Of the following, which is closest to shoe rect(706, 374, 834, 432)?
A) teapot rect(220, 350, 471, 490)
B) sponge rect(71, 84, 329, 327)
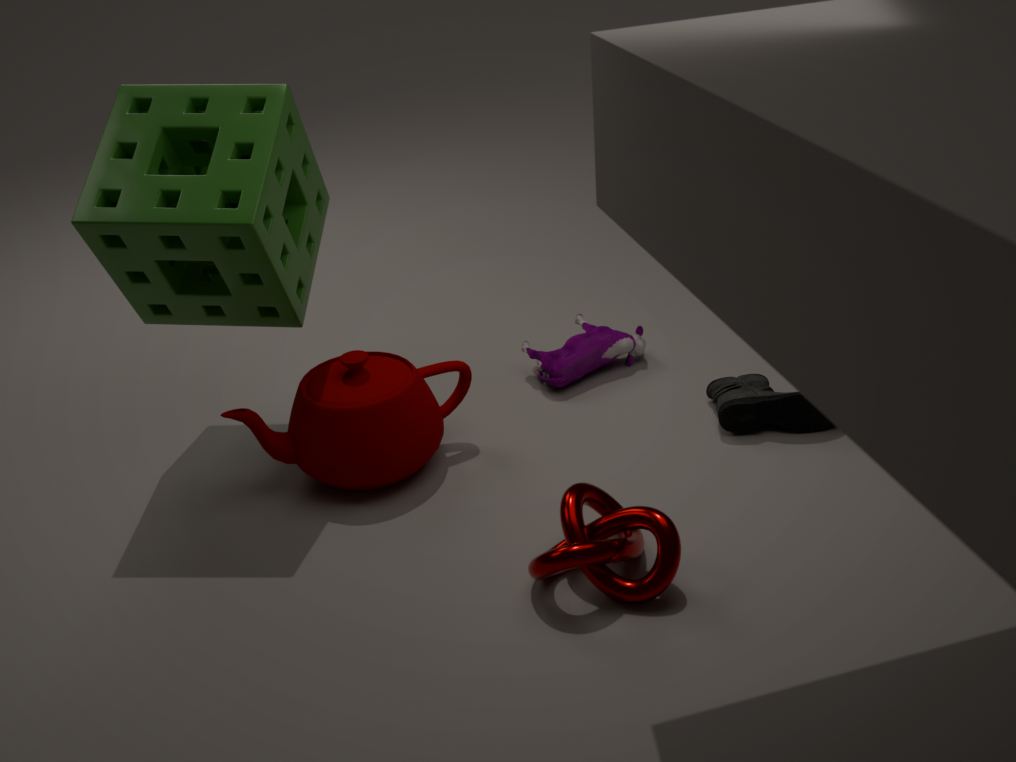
teapot rect(220, 350, 471, 490)
